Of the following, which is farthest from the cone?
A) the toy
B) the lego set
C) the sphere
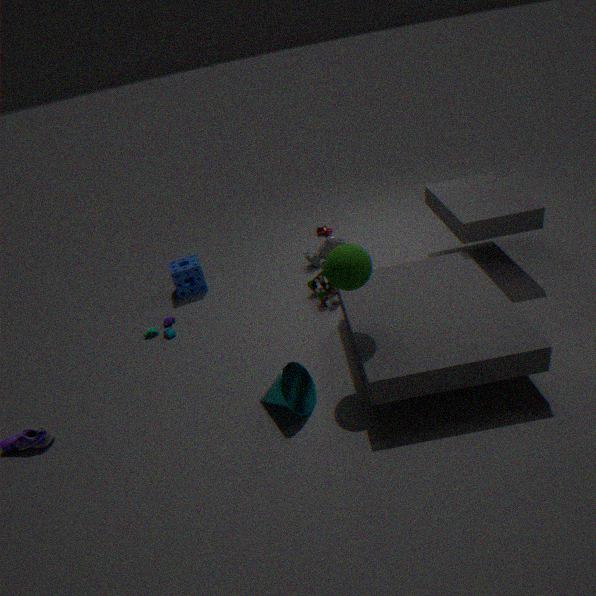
the toy
